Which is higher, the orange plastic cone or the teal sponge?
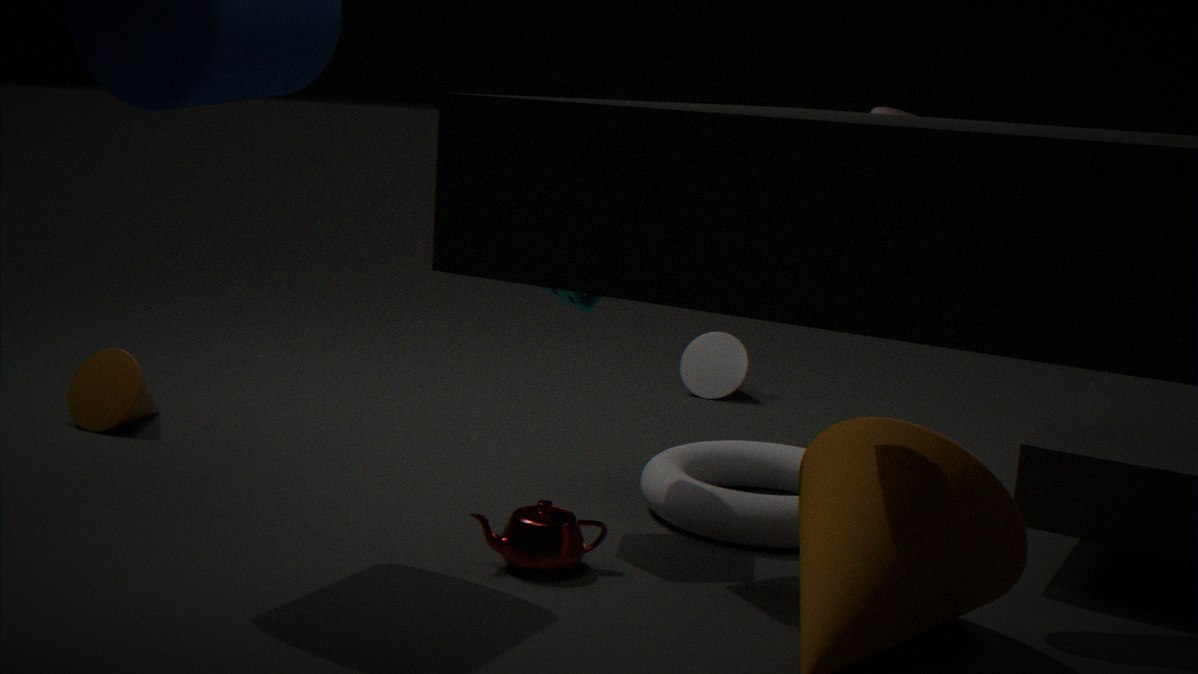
the teal sponge
